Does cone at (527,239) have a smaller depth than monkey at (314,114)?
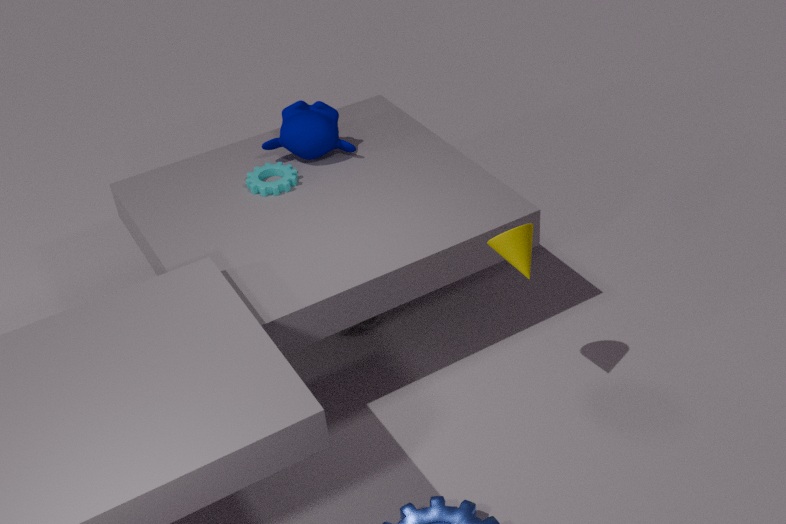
Yes
